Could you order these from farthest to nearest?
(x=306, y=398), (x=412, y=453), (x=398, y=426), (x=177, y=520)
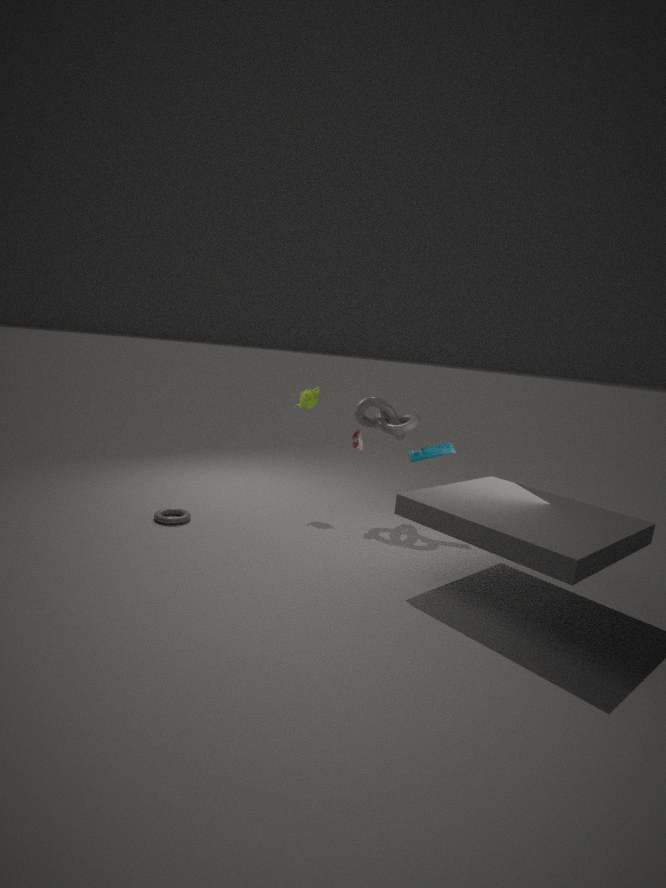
(x=306, y=398) → (x=412, y=453) → (x=398, y=426) → (x=177, y=520)
